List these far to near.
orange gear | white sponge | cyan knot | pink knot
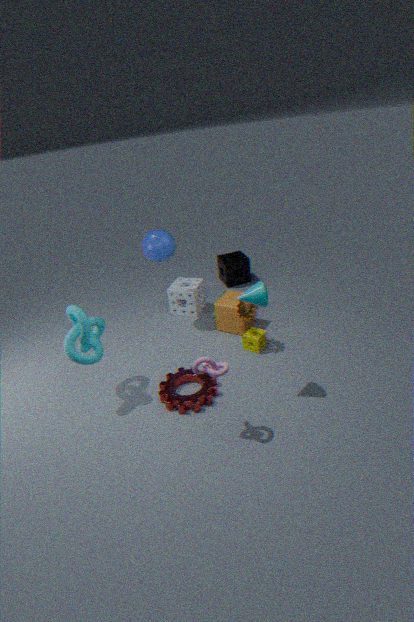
white sponge < orange gear < cyan knot < pink knot
